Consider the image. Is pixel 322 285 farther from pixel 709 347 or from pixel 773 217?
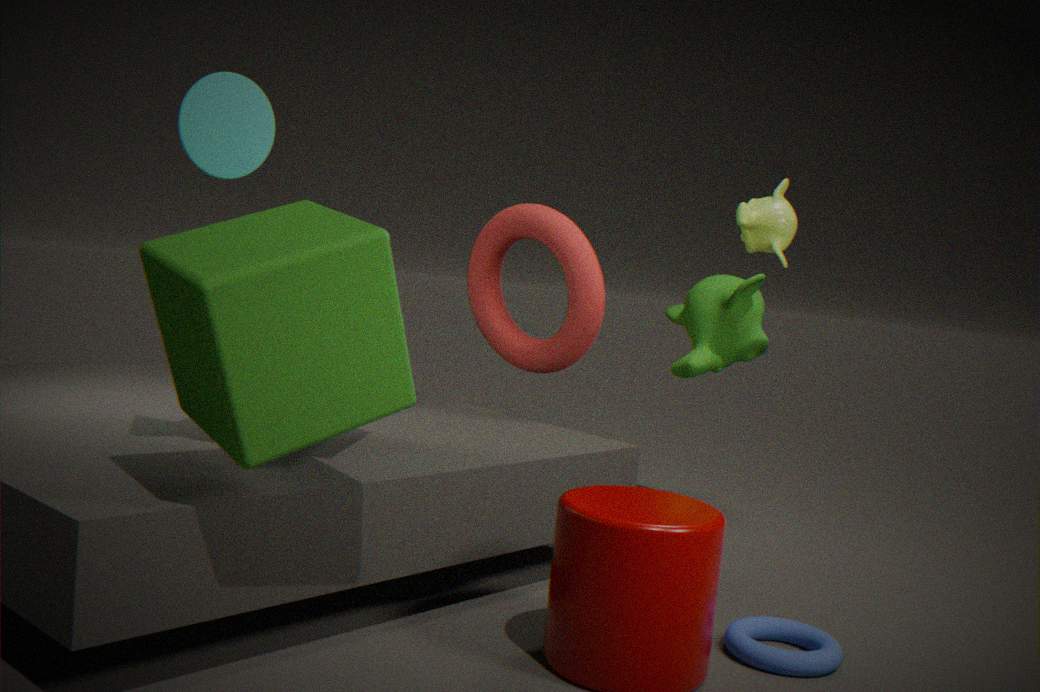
pixel 709 347
